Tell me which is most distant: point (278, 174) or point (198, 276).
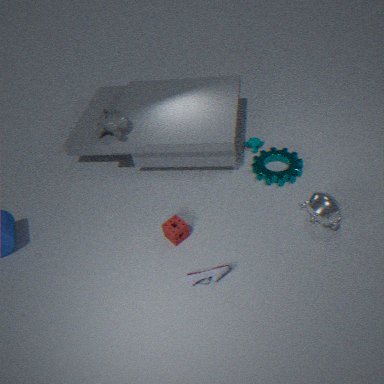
point (278, 174)
